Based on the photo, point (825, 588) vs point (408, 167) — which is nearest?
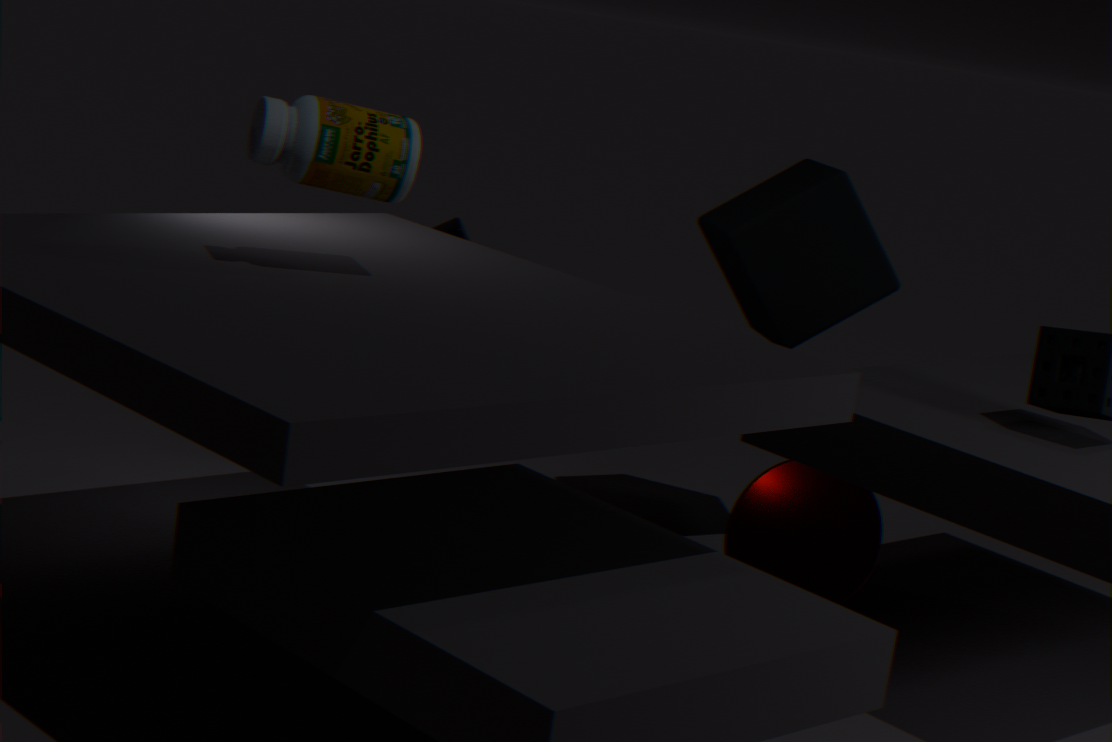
point (408, 167)
